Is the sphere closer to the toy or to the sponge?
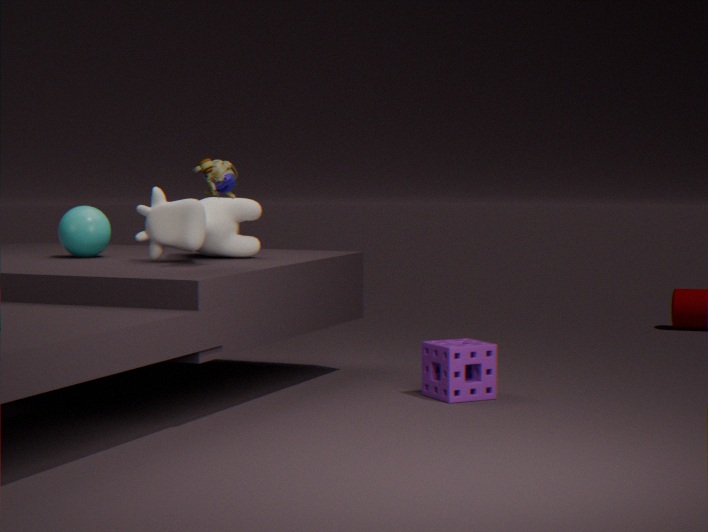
the toy
